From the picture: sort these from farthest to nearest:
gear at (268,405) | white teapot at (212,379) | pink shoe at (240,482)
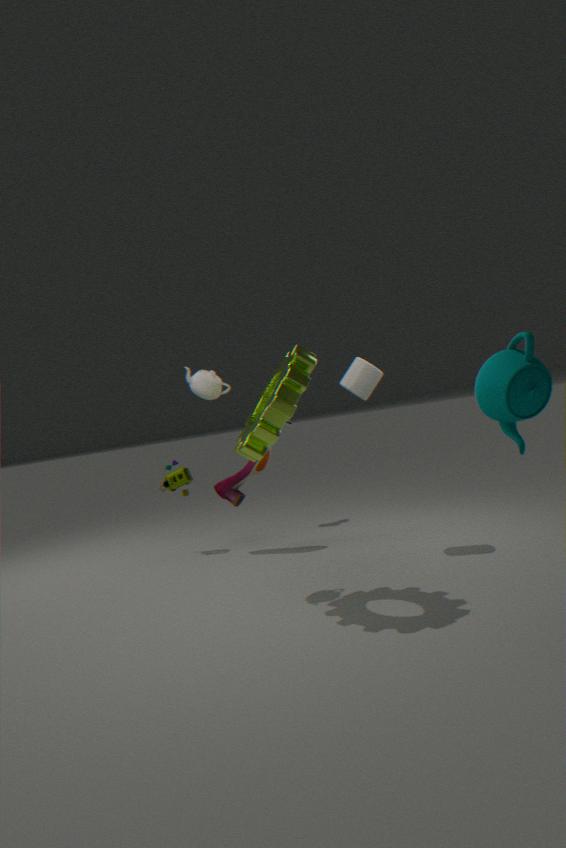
pink shoe at (240,482) < white teapot at (212,379) < gear at (268,405)
